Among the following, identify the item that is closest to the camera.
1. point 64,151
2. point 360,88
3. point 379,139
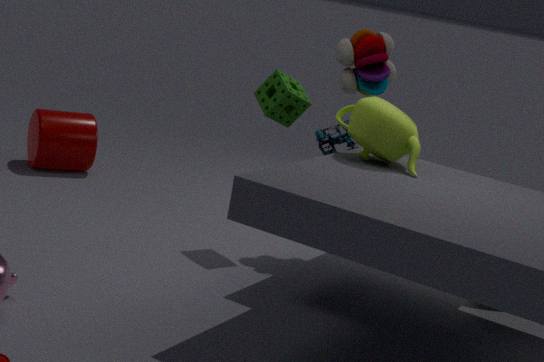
point 379,139
